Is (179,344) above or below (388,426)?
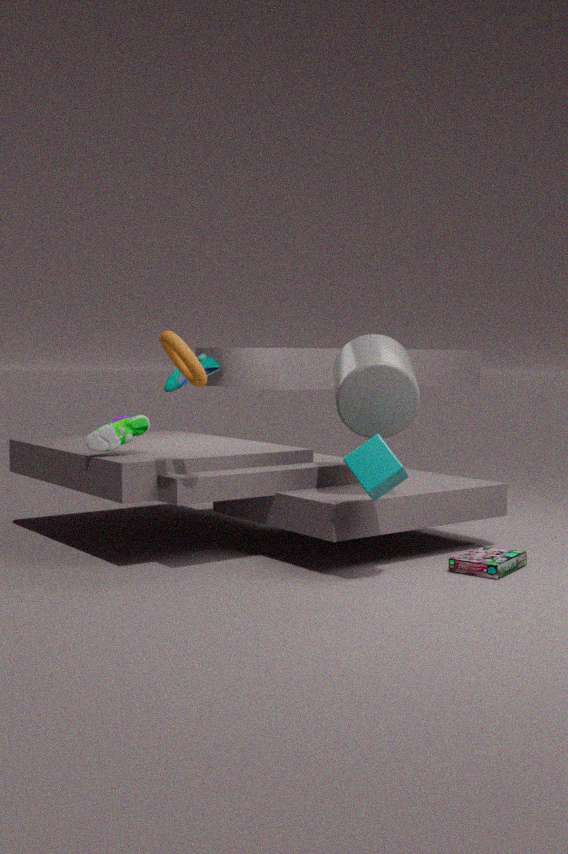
above
